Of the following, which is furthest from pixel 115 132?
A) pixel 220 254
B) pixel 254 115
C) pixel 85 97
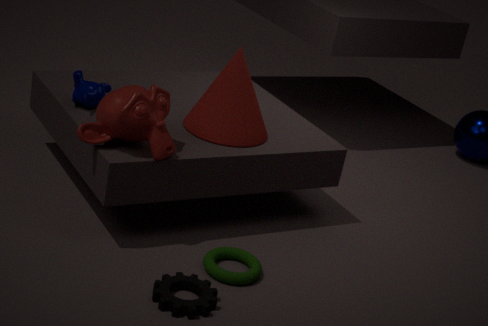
pixel 220 254
